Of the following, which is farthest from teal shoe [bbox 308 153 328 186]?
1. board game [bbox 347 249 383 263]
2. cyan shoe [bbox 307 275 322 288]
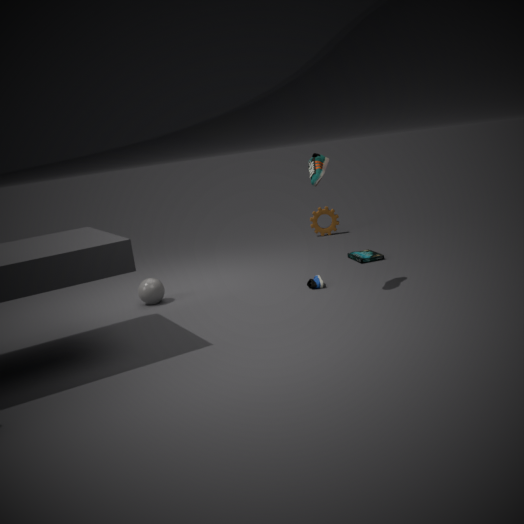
board game [bbox 347 249 383 263]
